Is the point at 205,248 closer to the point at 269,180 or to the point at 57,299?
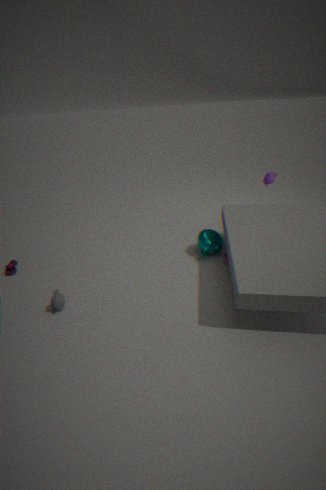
the point at 269,180
